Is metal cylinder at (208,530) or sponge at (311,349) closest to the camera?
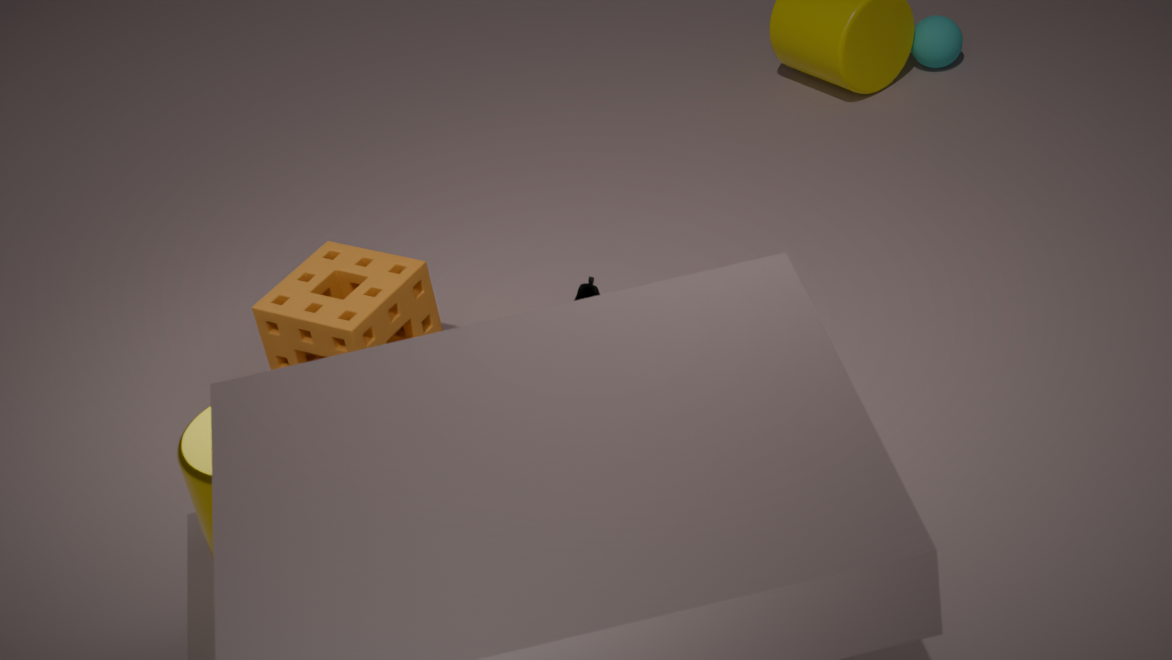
metal cylinder at (208,530)
